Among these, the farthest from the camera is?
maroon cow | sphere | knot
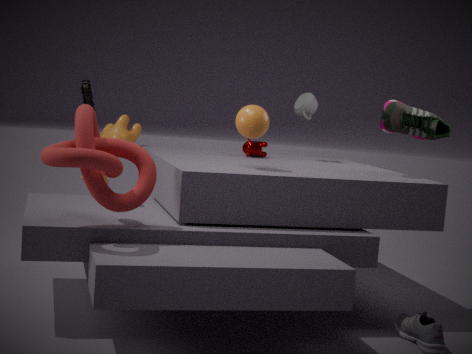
maroon cow
